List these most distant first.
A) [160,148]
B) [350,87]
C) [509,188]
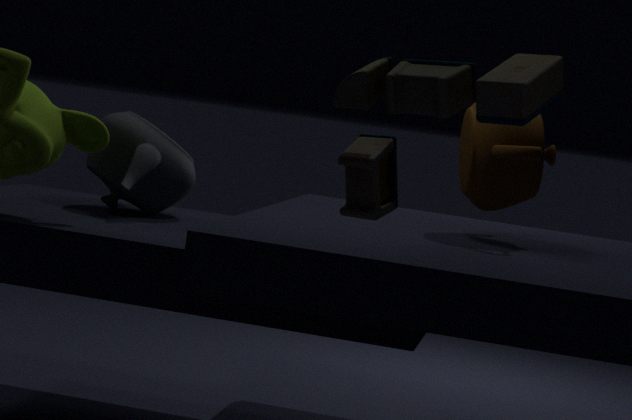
[160,148]
[509,188]
[350,87]
